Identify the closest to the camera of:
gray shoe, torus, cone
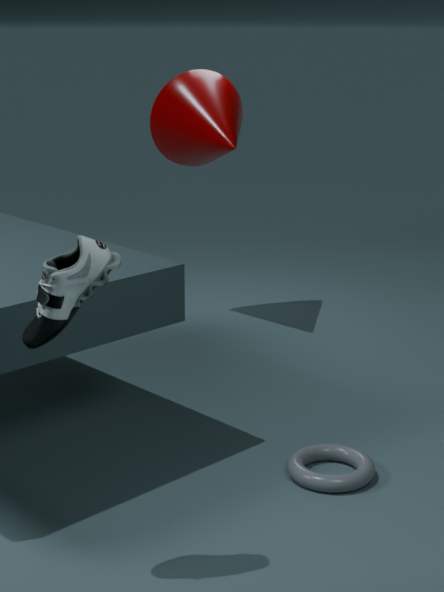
gray shoe
